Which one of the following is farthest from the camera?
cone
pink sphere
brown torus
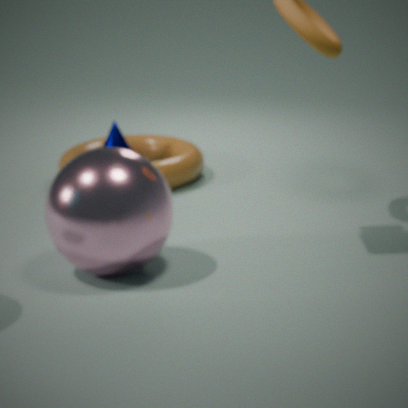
cone
